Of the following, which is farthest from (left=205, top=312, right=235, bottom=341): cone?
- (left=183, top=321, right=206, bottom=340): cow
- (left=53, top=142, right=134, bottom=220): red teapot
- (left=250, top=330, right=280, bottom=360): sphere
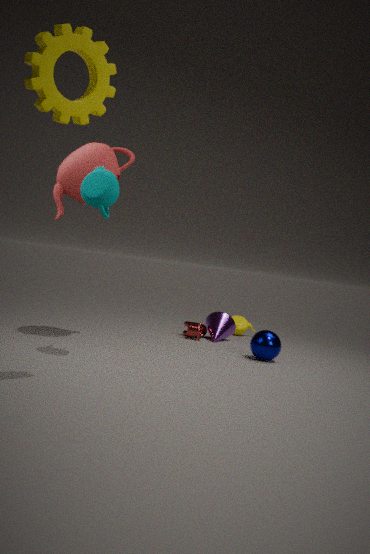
(left=53, top=142, right=134, bottom=220): red teapot
